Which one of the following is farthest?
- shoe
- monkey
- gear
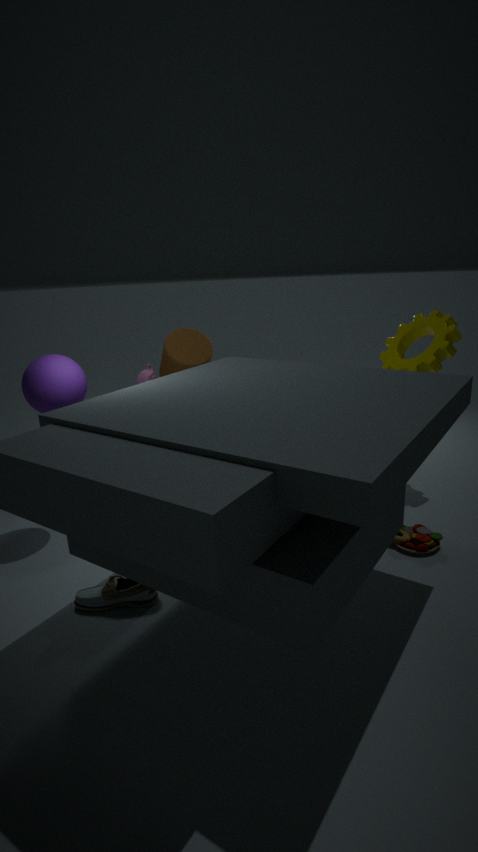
monkey
